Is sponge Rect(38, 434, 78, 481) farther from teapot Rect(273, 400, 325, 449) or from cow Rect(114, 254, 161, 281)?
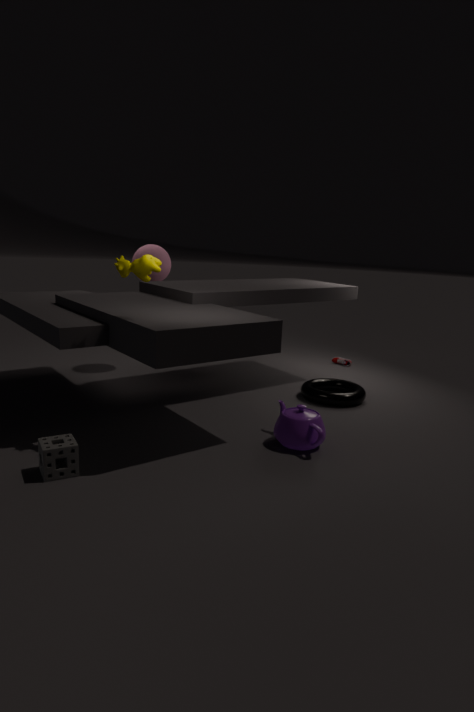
teapot Rect(273, 400, 325, 449)
